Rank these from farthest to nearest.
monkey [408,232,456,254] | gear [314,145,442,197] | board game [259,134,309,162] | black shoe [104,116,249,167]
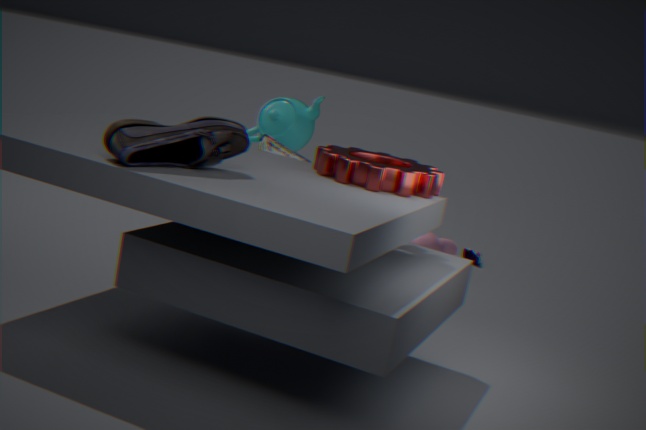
monkey [408,232,456,254] → board game [259,134,309,162] → gear [314,145,442,197] → black shoe [104,116,249,167]
